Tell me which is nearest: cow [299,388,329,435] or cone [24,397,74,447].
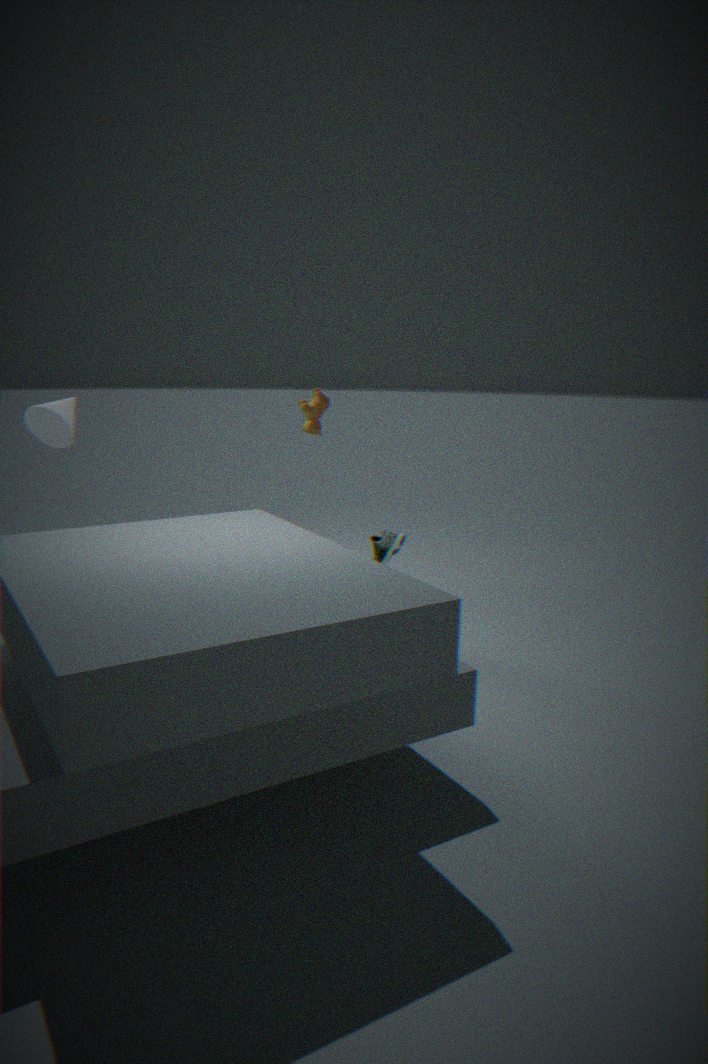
cone [24,397,74,447]
